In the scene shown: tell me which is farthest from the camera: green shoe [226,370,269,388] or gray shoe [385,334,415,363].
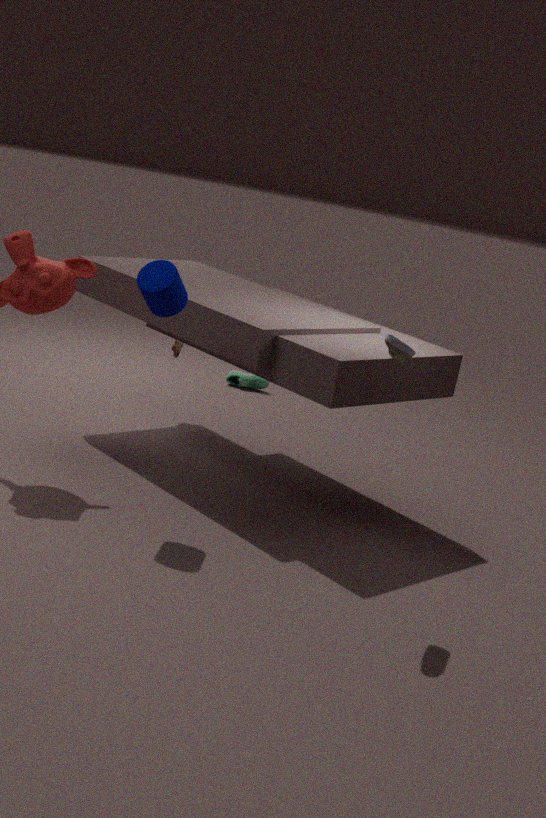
green shoe [226,370,269,388]
